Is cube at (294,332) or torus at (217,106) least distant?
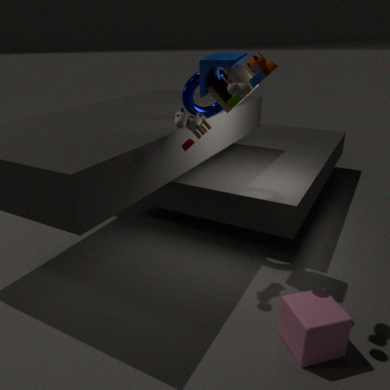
cube at (294,332)
